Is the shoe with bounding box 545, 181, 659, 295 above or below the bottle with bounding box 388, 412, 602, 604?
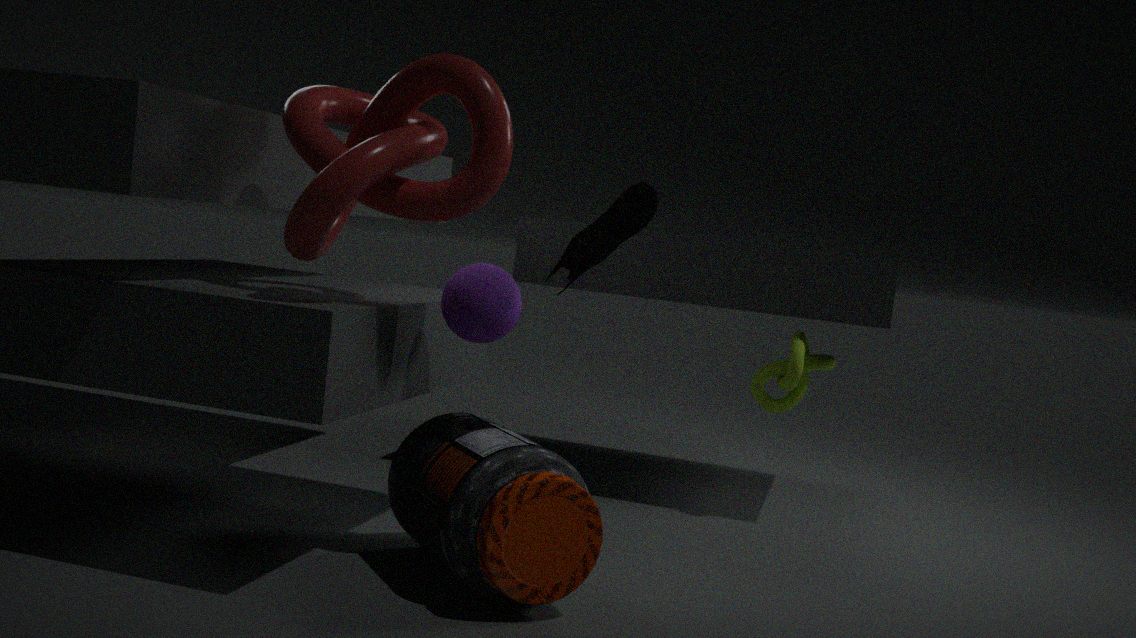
above
